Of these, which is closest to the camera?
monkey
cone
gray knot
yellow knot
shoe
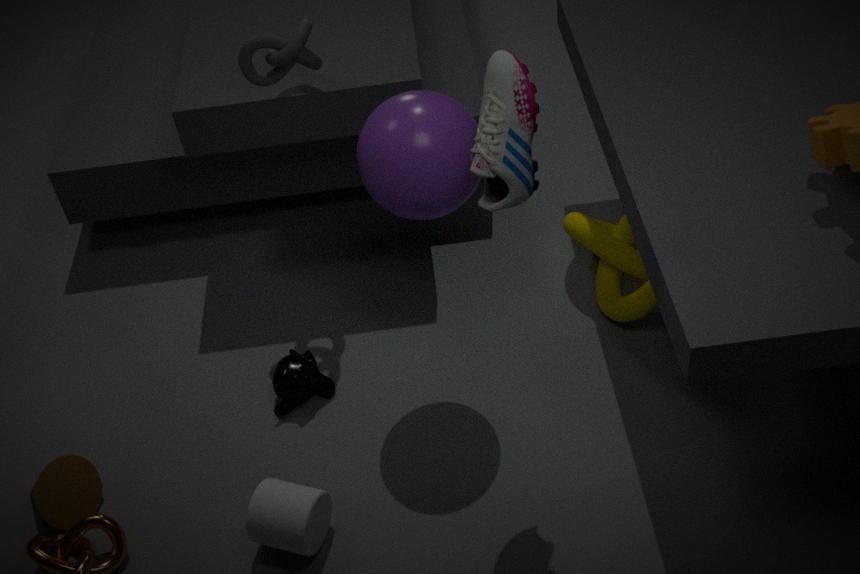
shoe
